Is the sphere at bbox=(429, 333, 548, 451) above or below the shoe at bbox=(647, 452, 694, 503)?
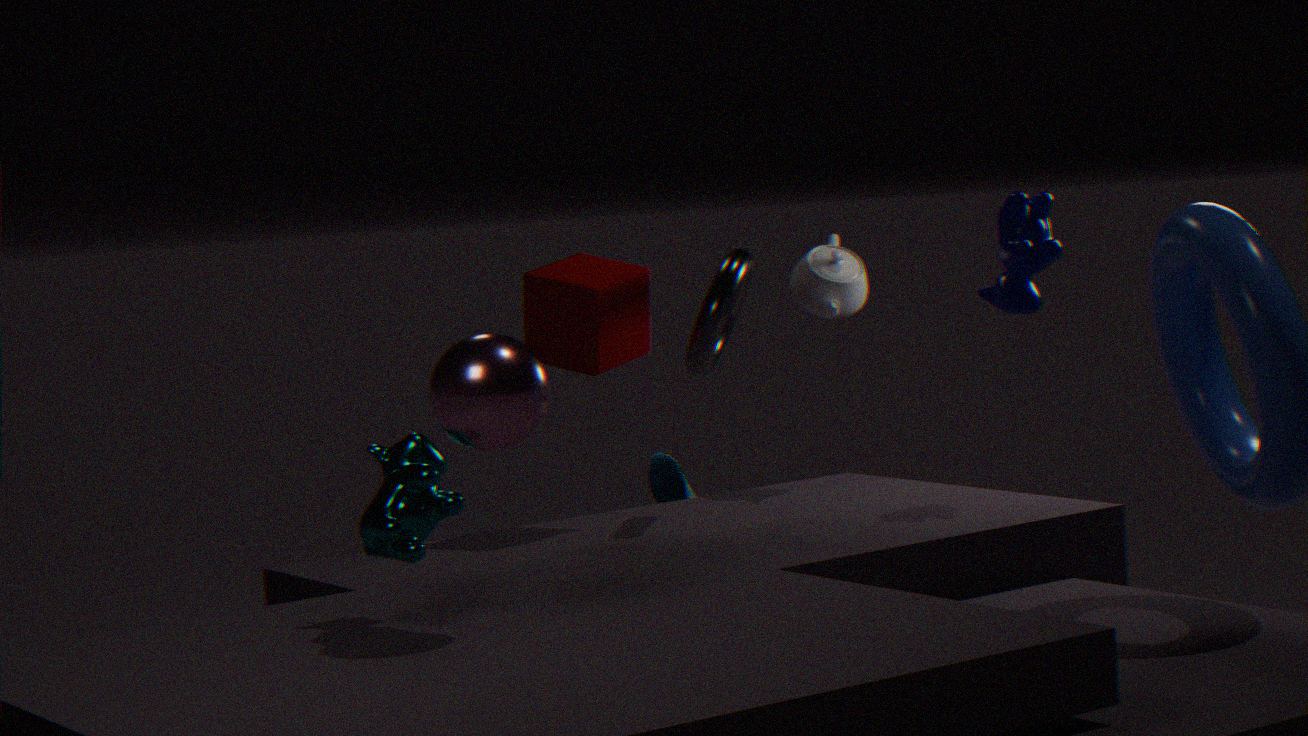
above
